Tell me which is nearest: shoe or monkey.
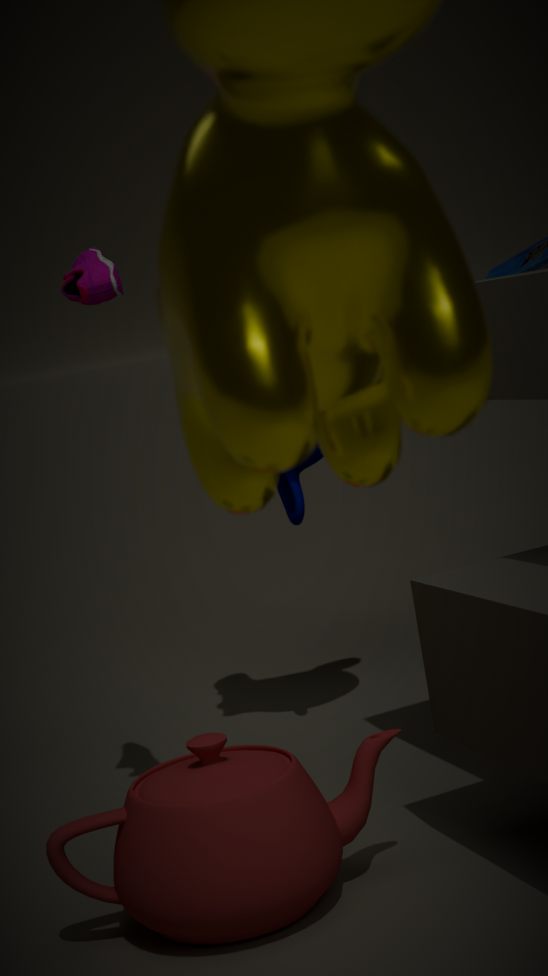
shoe
